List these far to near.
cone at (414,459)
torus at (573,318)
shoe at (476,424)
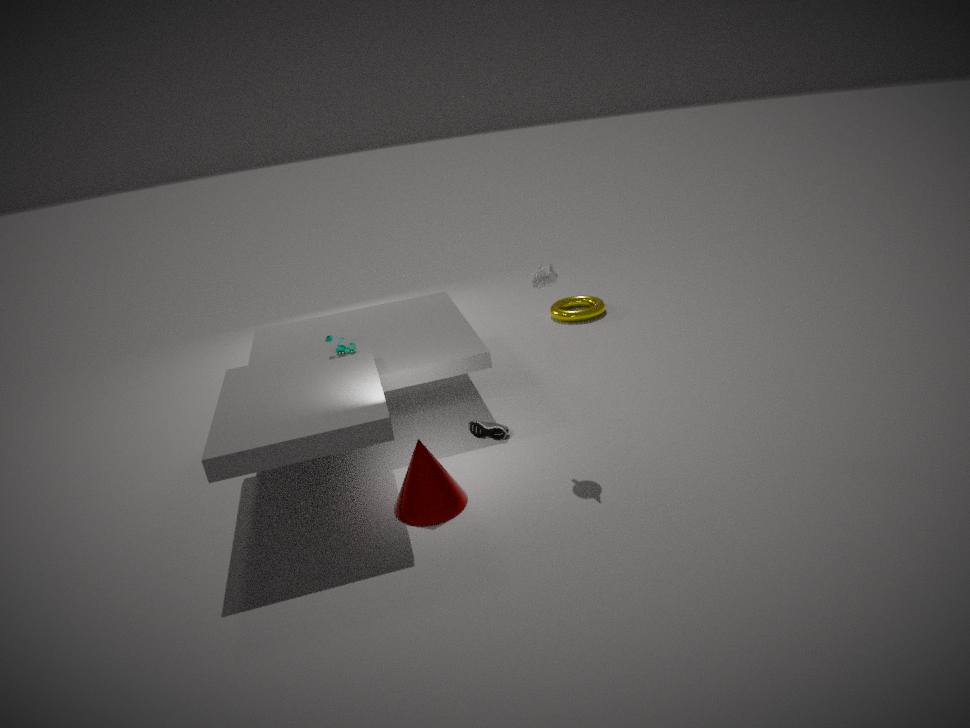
torus at (573,318) → shoe at (476,424) → cone at (414,459)
